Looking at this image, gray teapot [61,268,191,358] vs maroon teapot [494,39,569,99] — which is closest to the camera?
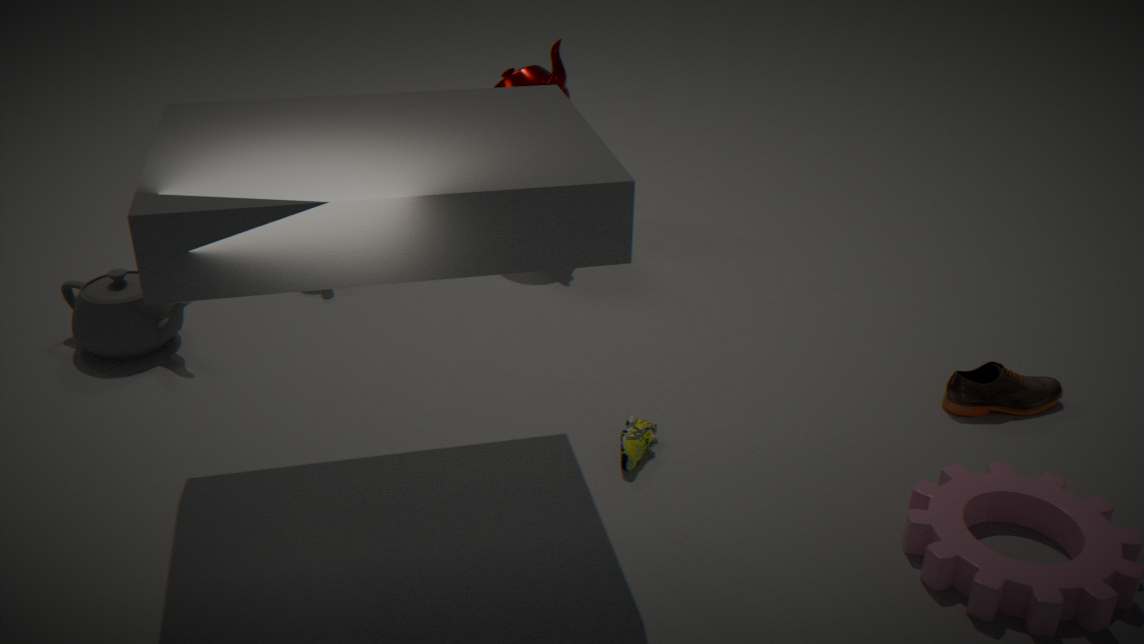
gray teapot [61,268,191,358]
